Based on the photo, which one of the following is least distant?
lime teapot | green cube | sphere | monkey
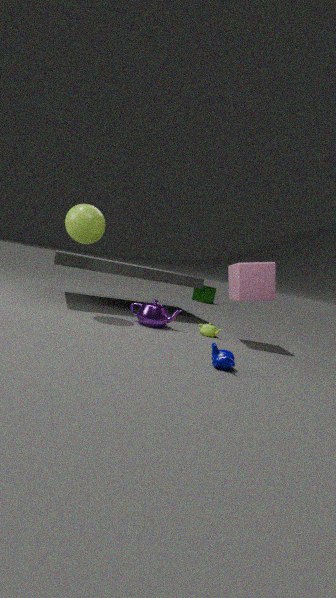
monkey
